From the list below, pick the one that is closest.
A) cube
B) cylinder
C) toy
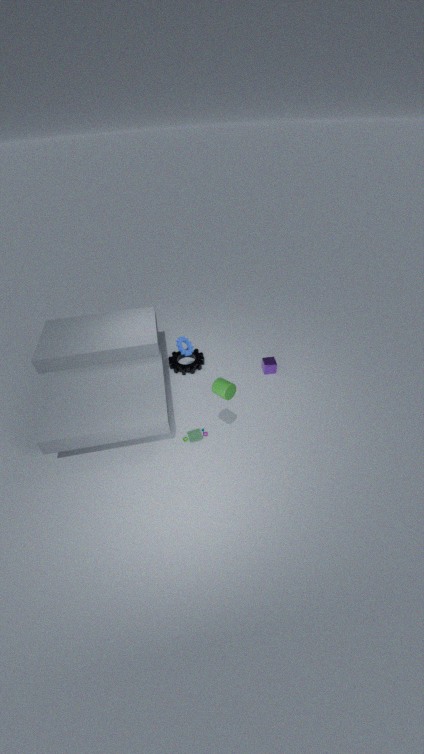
cylinder
